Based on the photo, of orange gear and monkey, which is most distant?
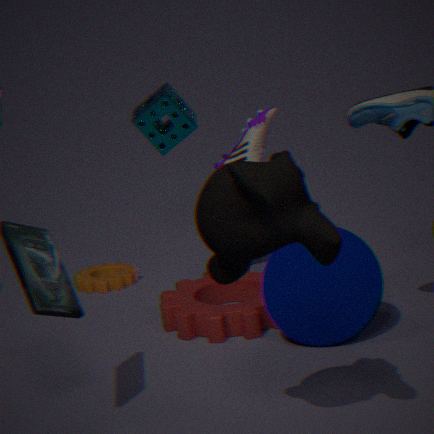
orange gear
